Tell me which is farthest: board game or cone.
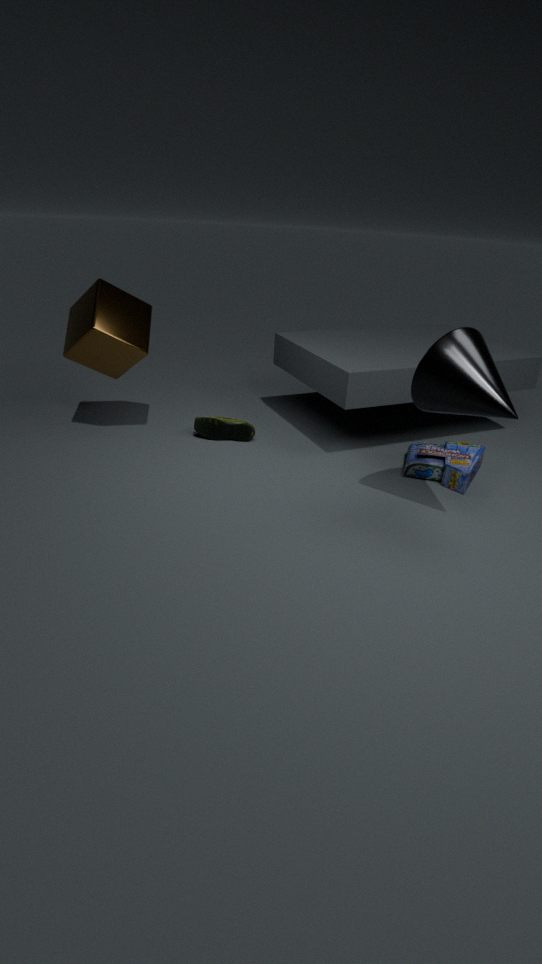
board game
